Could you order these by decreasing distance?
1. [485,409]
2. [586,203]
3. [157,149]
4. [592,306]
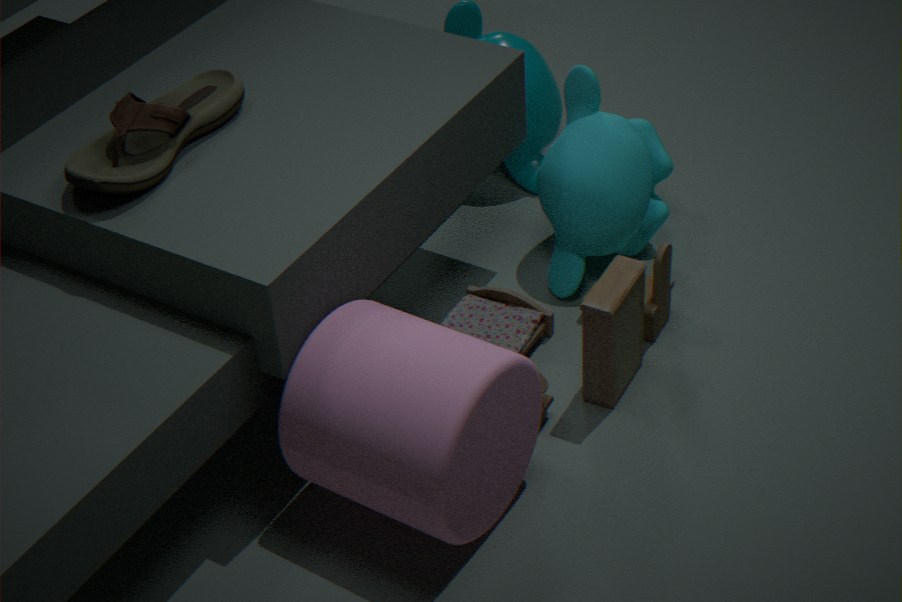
[586,203] → [592,306] → [157,149] → [485,409]
